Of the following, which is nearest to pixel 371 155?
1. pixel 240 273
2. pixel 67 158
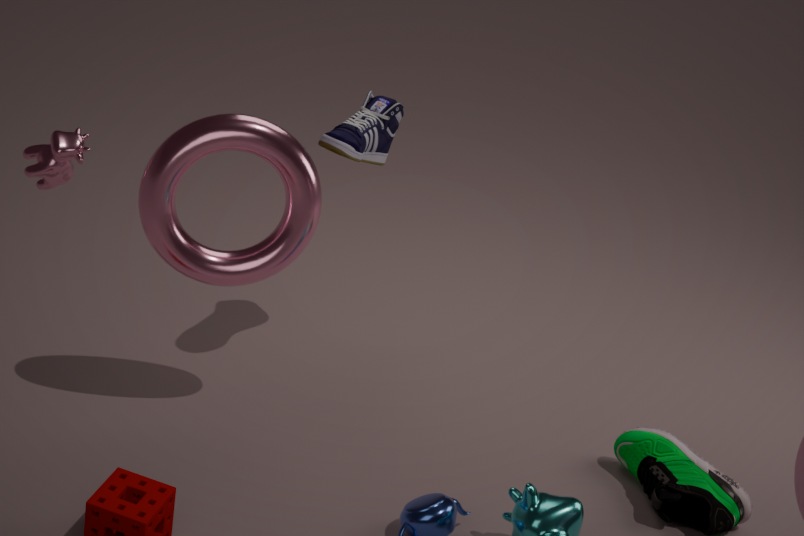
pixel 240 273
